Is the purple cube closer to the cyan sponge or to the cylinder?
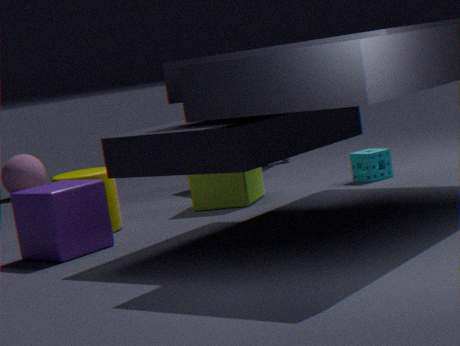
the cylinder
